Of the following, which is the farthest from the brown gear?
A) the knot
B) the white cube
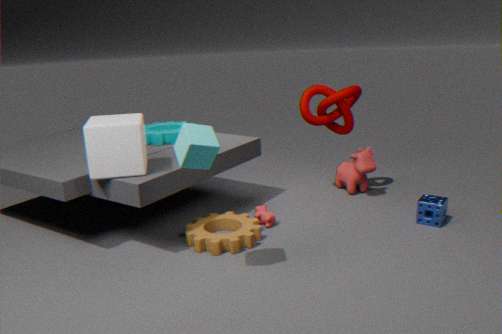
the knot
